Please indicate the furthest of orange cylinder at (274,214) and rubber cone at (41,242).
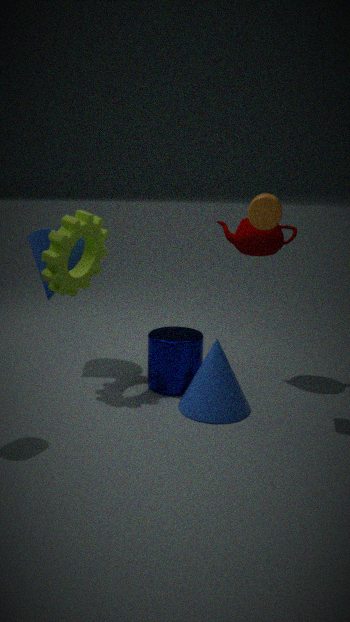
rubber cone at (41,242)
